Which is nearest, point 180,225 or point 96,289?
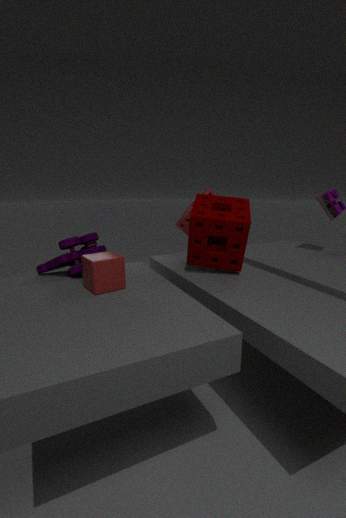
point 96,289
